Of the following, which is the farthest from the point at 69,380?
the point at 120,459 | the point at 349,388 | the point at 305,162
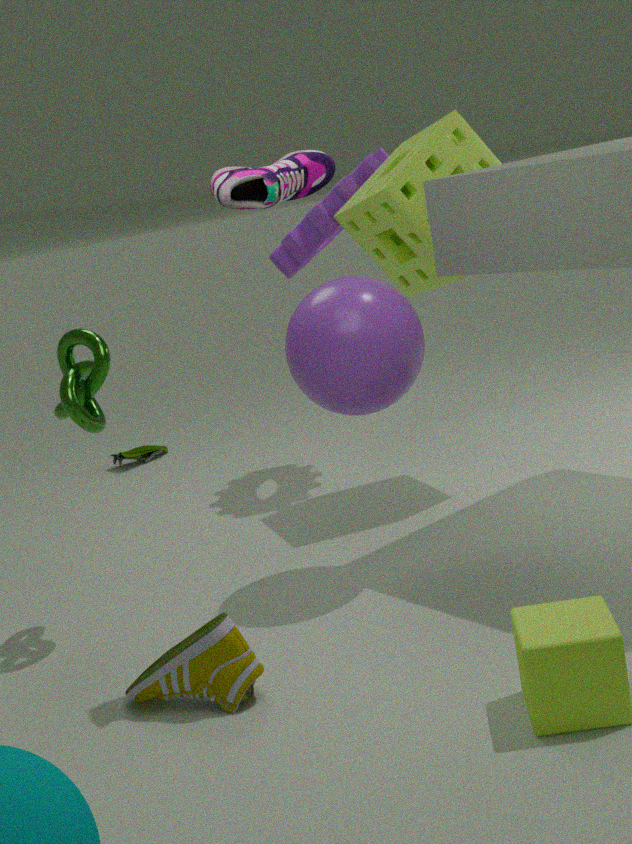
the point at 120,459
